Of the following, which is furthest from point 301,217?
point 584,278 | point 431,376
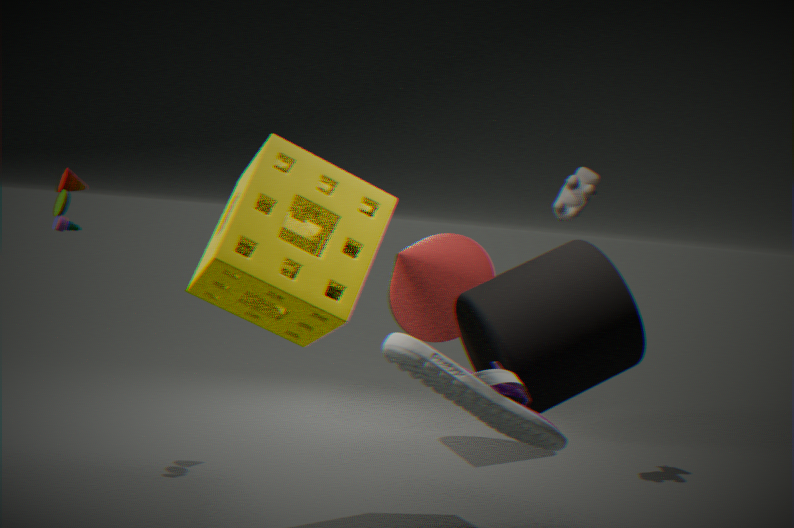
point 431,376
